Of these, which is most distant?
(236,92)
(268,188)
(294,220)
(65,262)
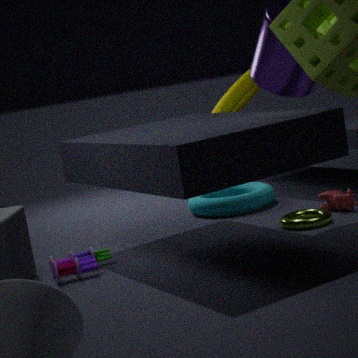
(236,92)
